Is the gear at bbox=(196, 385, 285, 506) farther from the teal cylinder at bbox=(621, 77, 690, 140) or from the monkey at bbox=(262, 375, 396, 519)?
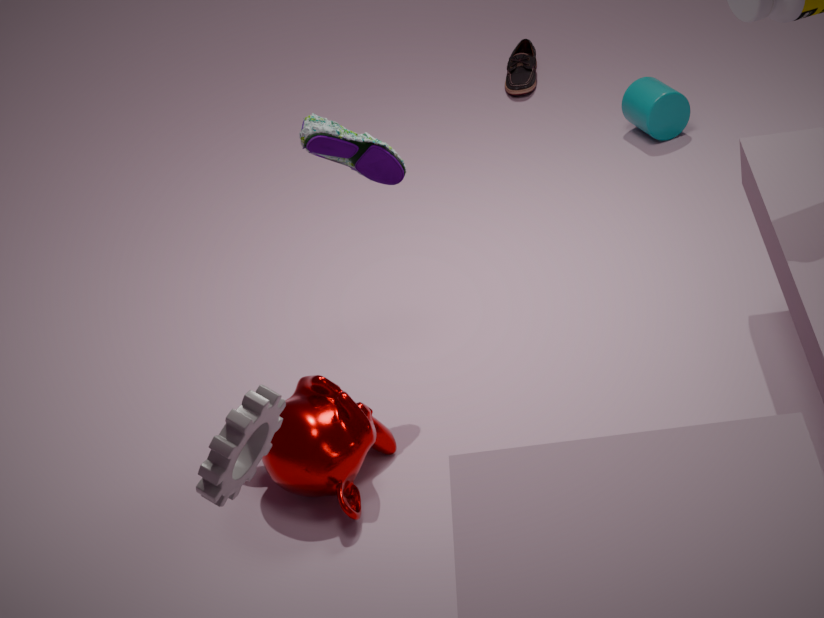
the teal cylinder at bbox=(621, 77, 690, 140)
